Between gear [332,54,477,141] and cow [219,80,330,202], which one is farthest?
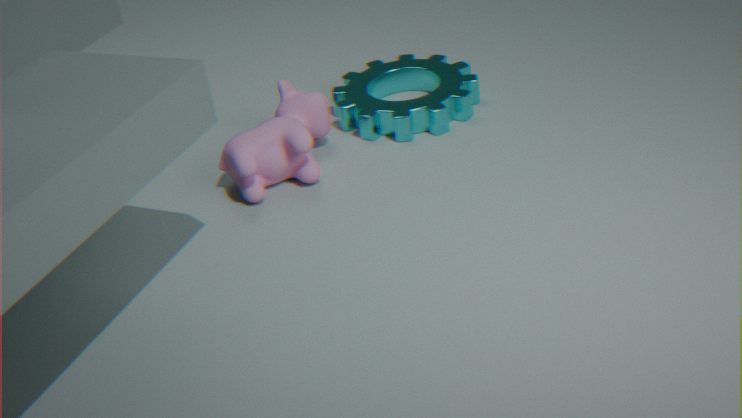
gear [332,54,477,141]
